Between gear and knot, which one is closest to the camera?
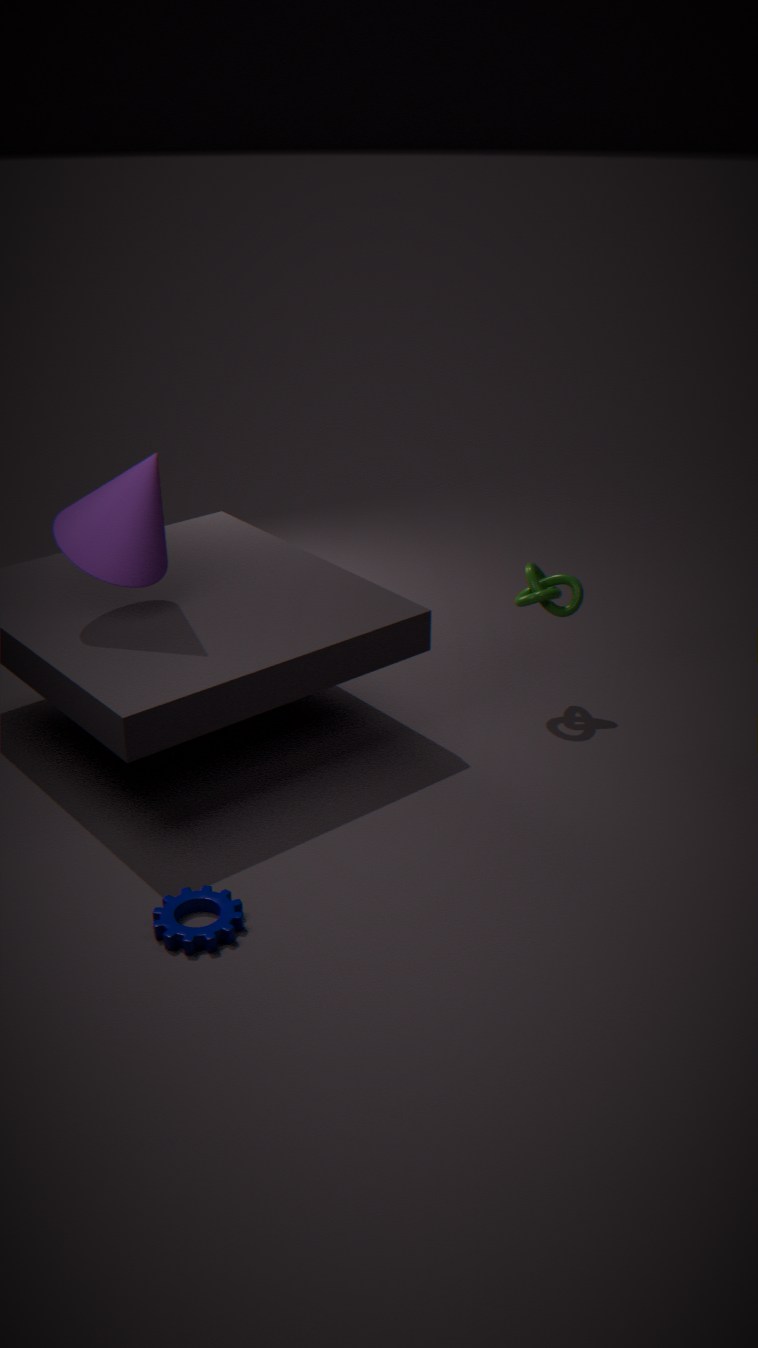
gear
